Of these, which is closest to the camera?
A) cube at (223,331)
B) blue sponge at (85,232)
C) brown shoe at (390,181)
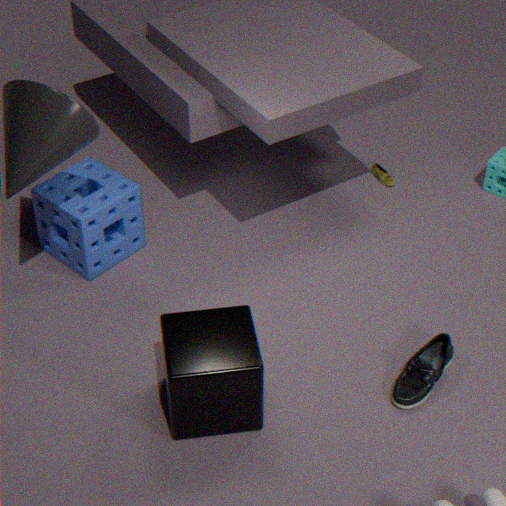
cube at (223,331)
